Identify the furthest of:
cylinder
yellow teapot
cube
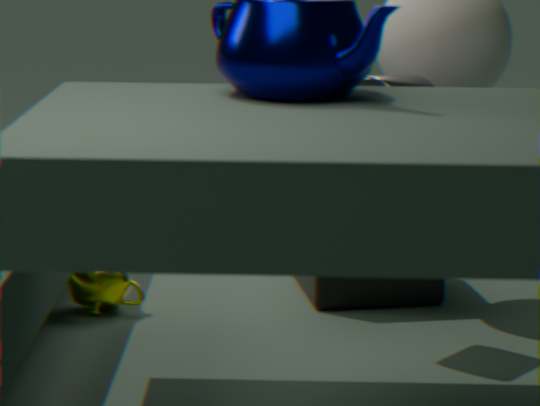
cube
